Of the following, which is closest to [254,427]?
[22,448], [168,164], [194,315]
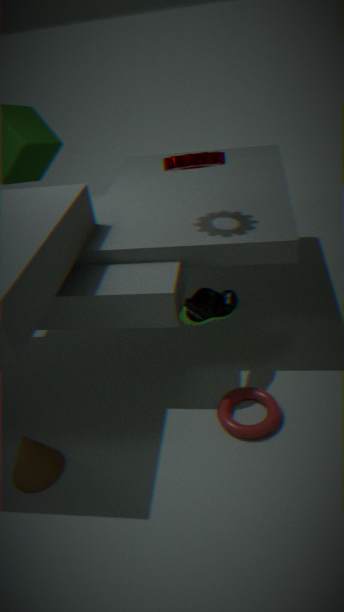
[194,315]
